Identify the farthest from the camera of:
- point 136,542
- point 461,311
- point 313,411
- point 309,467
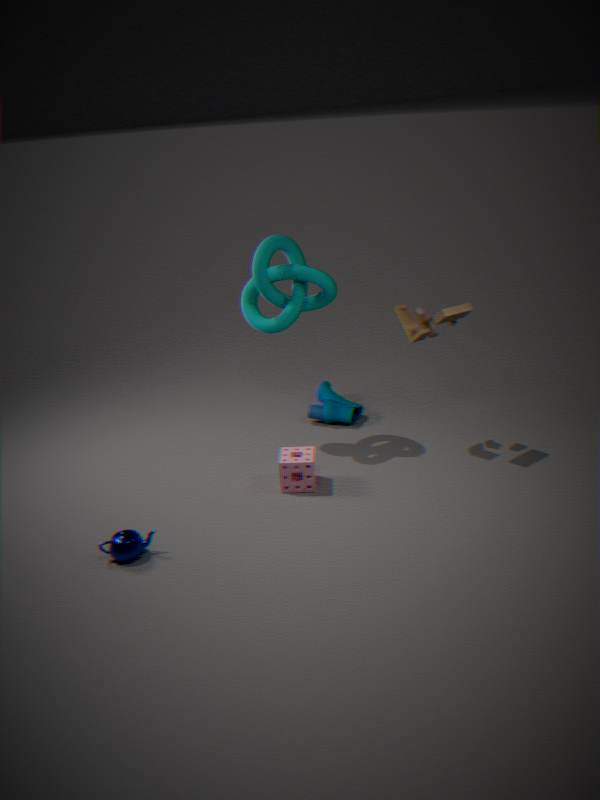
point 313,411
